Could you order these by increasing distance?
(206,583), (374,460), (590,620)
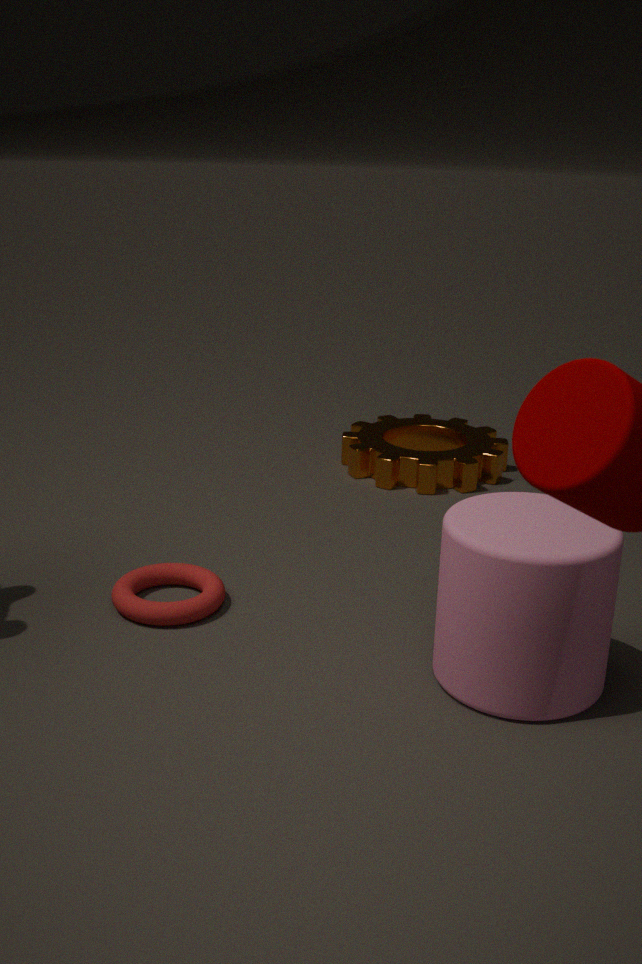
(590,620) → (206,583) → (374,460)
